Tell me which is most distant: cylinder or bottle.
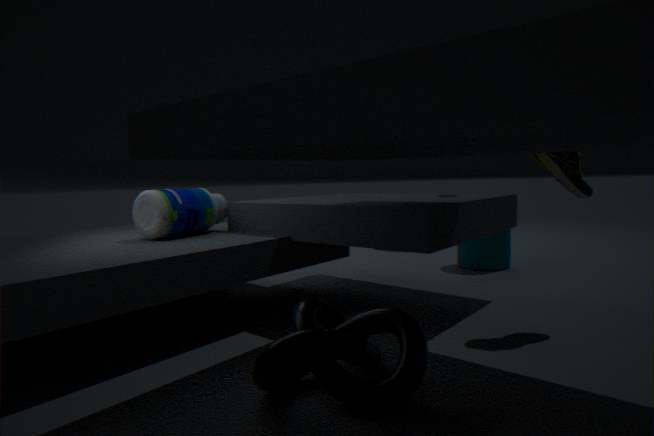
cylinder
